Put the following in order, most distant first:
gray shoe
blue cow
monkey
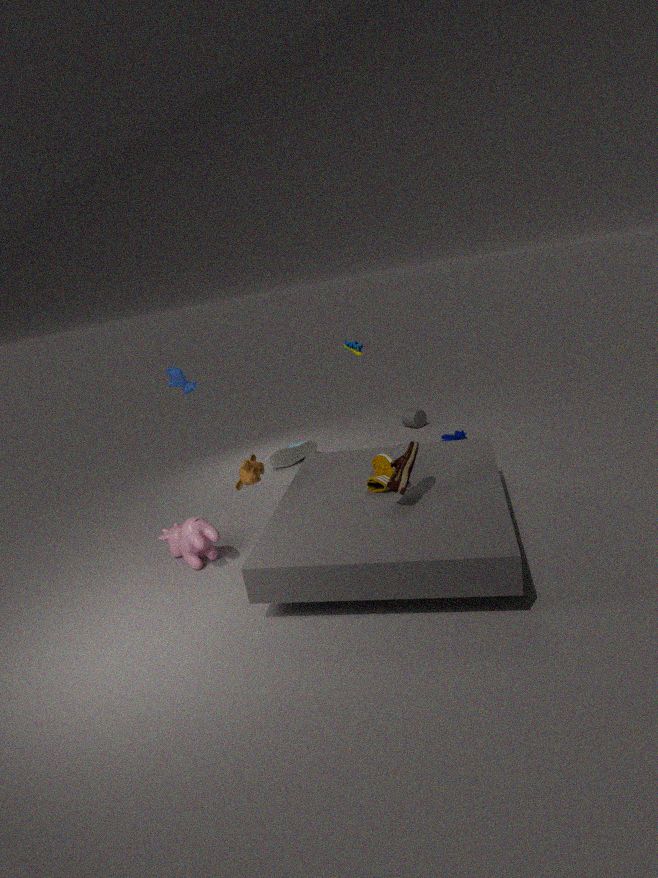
gray shoe → blue cow → monkey
